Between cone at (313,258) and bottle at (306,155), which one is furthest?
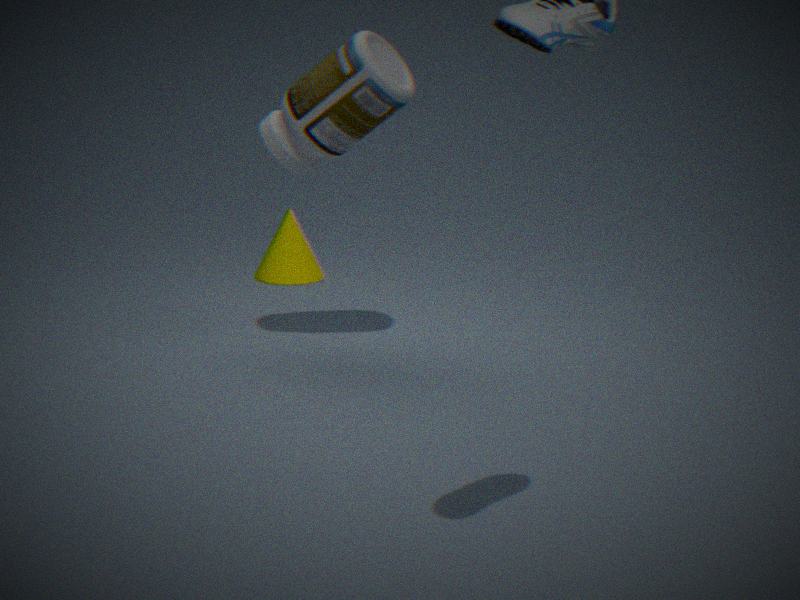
cone at (313,258)
